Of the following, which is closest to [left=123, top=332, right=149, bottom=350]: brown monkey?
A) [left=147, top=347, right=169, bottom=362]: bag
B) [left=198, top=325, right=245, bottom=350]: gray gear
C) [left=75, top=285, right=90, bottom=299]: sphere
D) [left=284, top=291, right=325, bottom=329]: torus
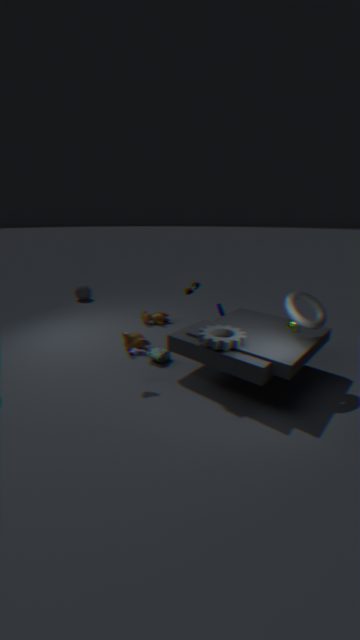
[left=147, top=347, right=169, bottom=362]: bag
